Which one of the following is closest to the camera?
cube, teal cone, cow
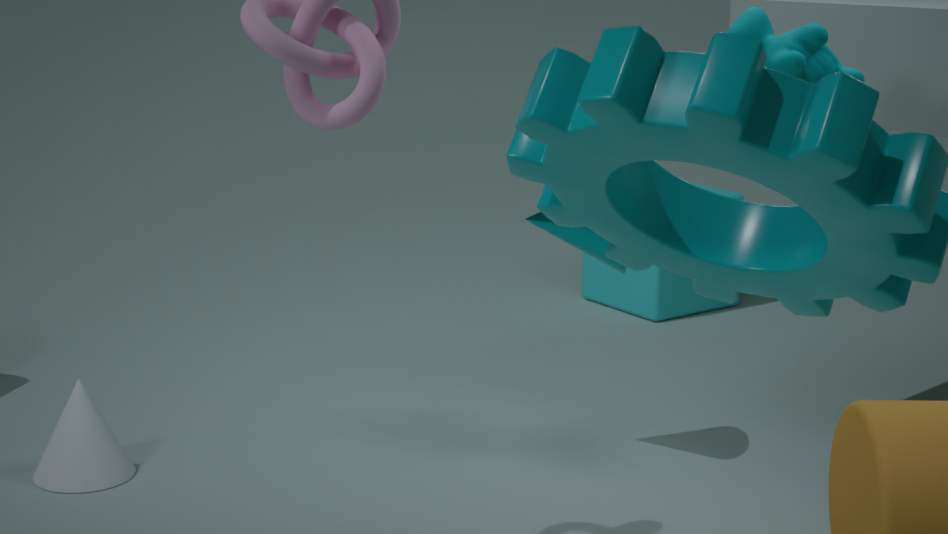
cow
